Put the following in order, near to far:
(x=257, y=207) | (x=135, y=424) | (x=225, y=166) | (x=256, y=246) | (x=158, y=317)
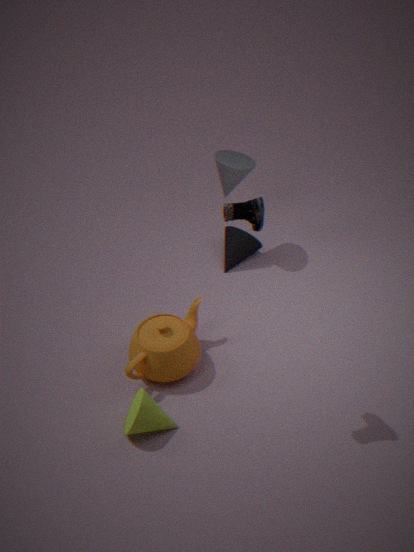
1. (x=257, y=207)
2. (x=135, y=424)
3. (x=158, y=317)
4. (x=225, y=166)
5. (x=256, y=246)
